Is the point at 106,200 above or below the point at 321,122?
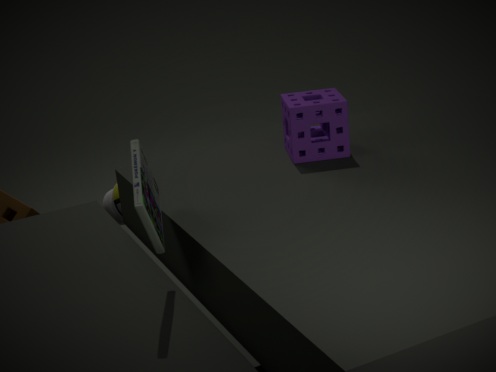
below
